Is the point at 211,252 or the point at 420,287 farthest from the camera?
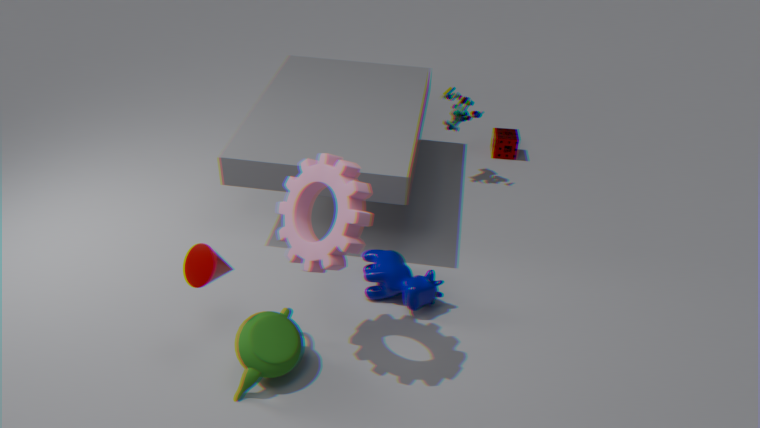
the point at 420,287
